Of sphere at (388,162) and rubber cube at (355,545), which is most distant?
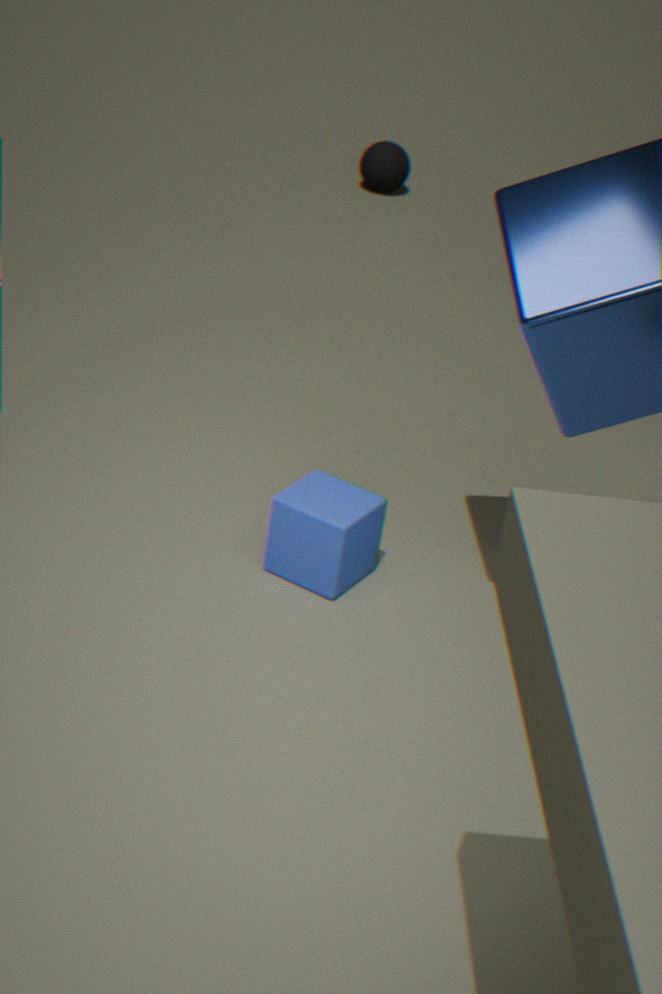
sphere at (388,162)
